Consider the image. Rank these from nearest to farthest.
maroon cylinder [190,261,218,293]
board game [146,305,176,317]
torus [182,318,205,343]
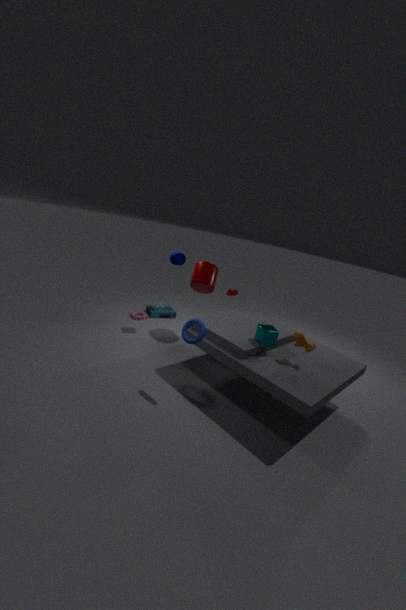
torus [182,318,205,343], maroon cylinder [190,261,218,293], board game [146,305,176,317]
